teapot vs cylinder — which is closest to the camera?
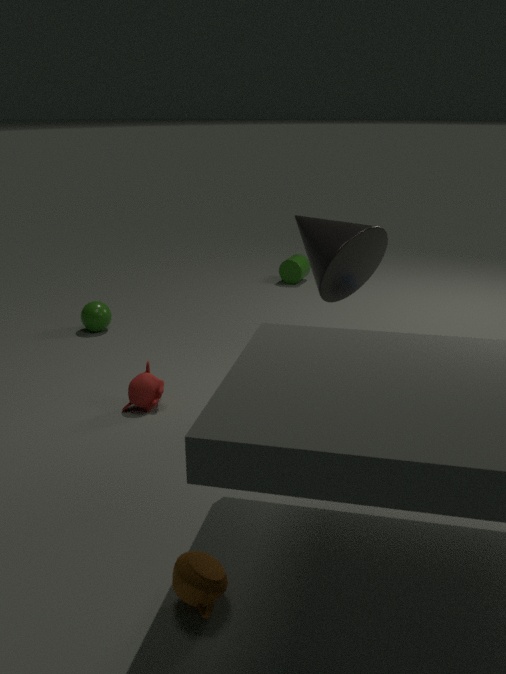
teapot
